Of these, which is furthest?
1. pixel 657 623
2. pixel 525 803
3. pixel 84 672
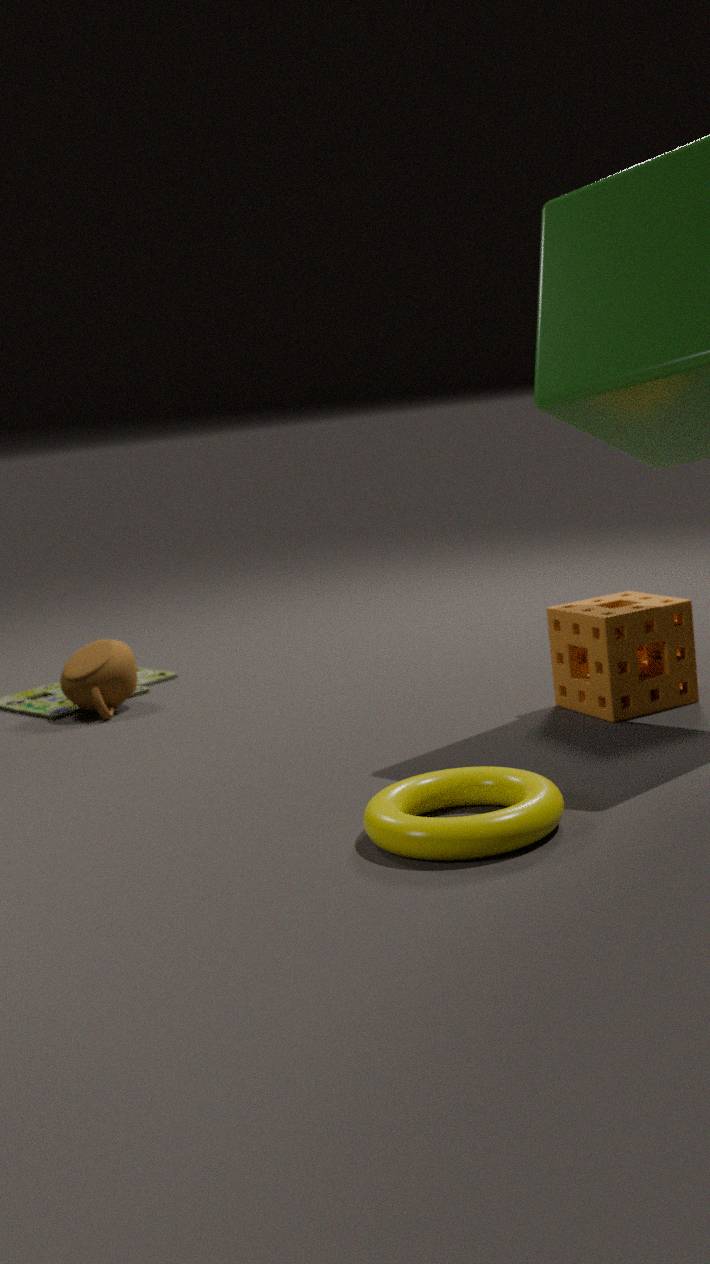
pixel 84 672
